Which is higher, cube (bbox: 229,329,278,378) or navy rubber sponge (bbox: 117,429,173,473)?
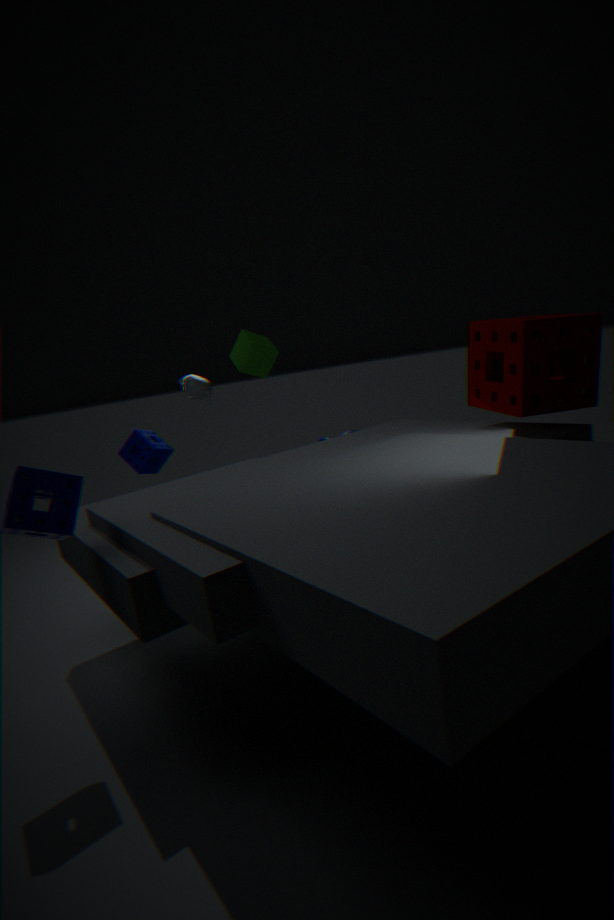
cube (bbox: 229,329,278,378)
